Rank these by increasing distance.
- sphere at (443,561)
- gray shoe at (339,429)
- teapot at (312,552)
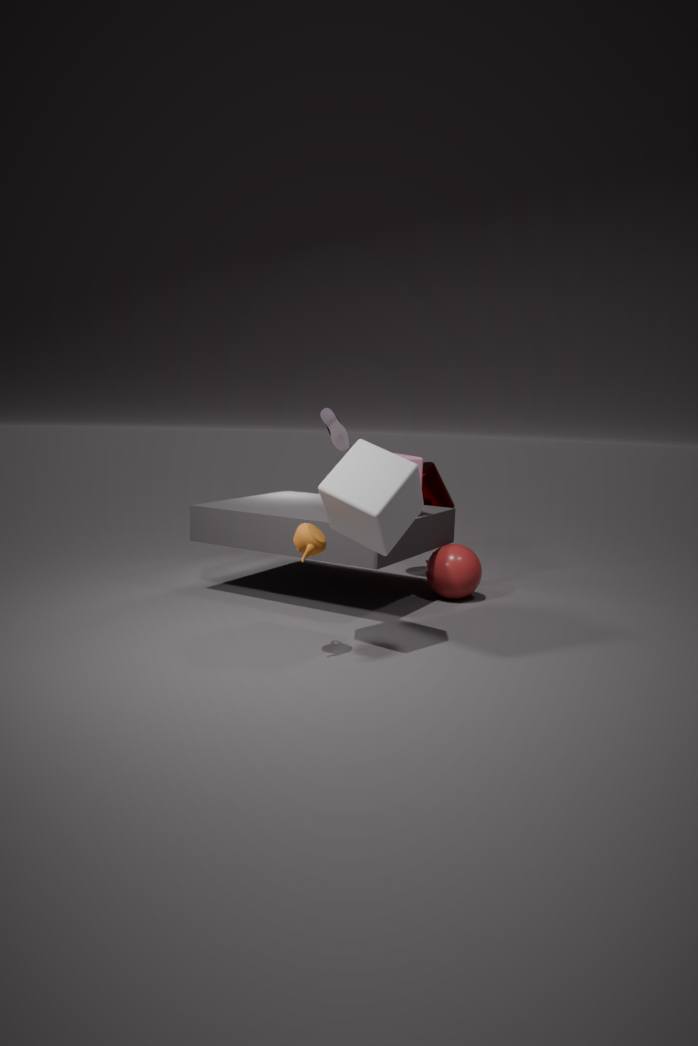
teapot at (312,552), sphere at (443,561), gray shoe at (339,429)
